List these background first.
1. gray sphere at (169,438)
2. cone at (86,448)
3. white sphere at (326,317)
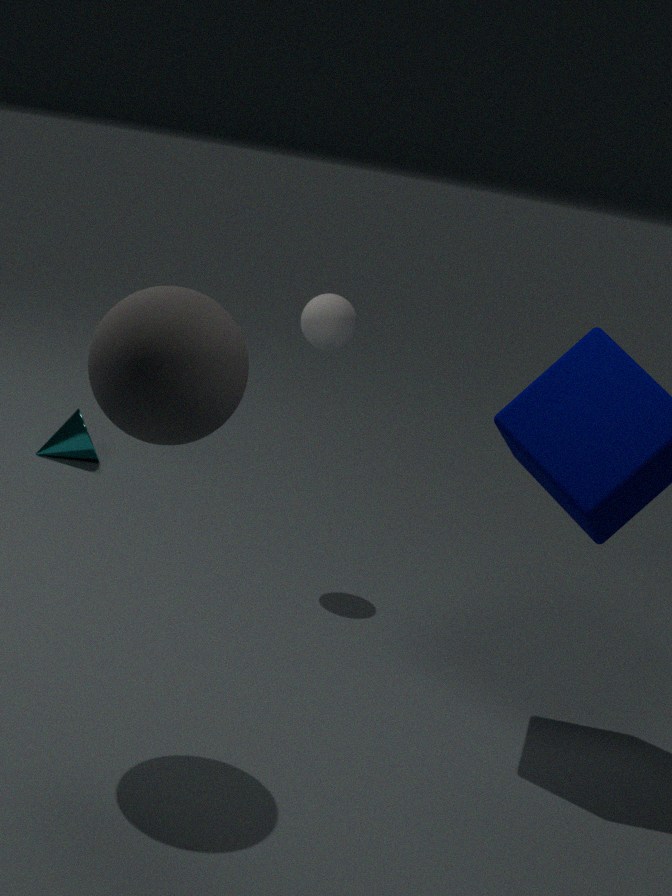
cone at (86,448)
white sphere at (326,317)
gray sphere at (169,438)
